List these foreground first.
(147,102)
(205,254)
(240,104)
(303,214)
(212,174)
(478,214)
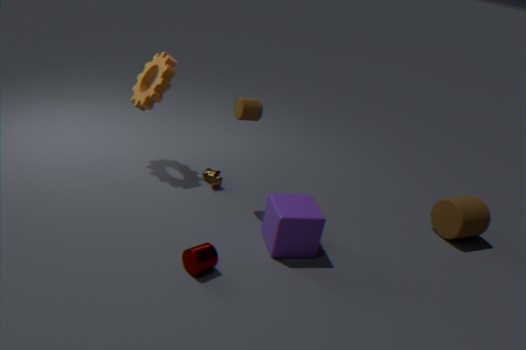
(205,254) → (303,214) → (240,104) → (147,102) → (478,214) → (212,174)
